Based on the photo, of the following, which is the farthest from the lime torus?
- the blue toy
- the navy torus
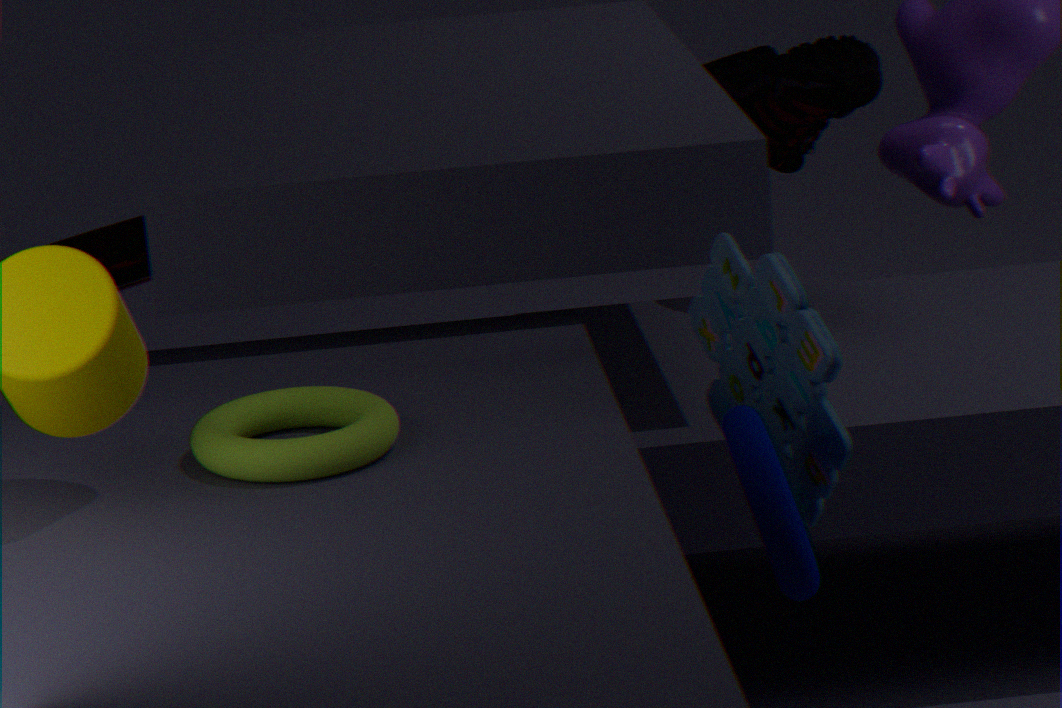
the blue toy
